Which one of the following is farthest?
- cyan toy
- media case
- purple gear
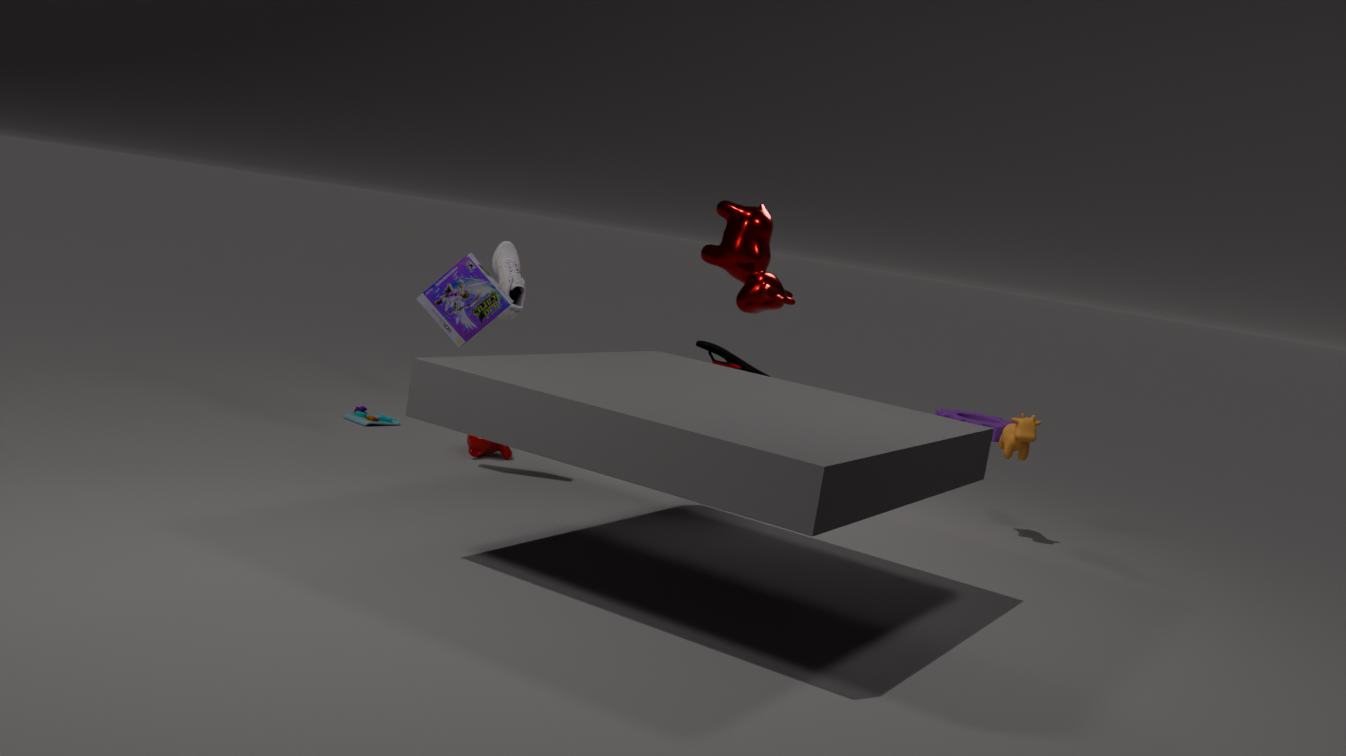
purple gear
